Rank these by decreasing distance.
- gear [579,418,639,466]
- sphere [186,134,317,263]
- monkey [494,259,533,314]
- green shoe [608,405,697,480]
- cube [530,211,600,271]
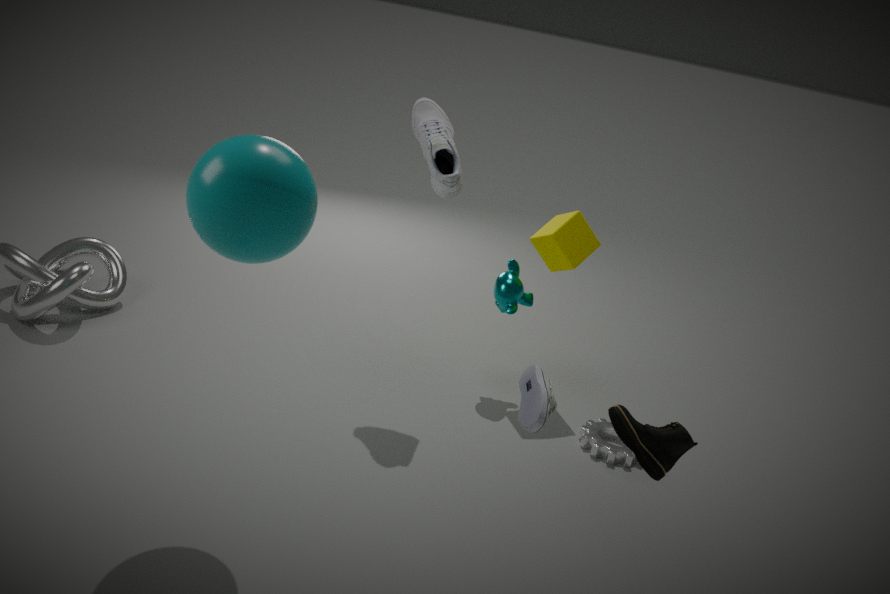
monkey [494,259,533,314] → cube [530,211,600,271] → gear [579,418,639,466] → green shoe [608,405,697,480] → sphere [186,134,317,263]
